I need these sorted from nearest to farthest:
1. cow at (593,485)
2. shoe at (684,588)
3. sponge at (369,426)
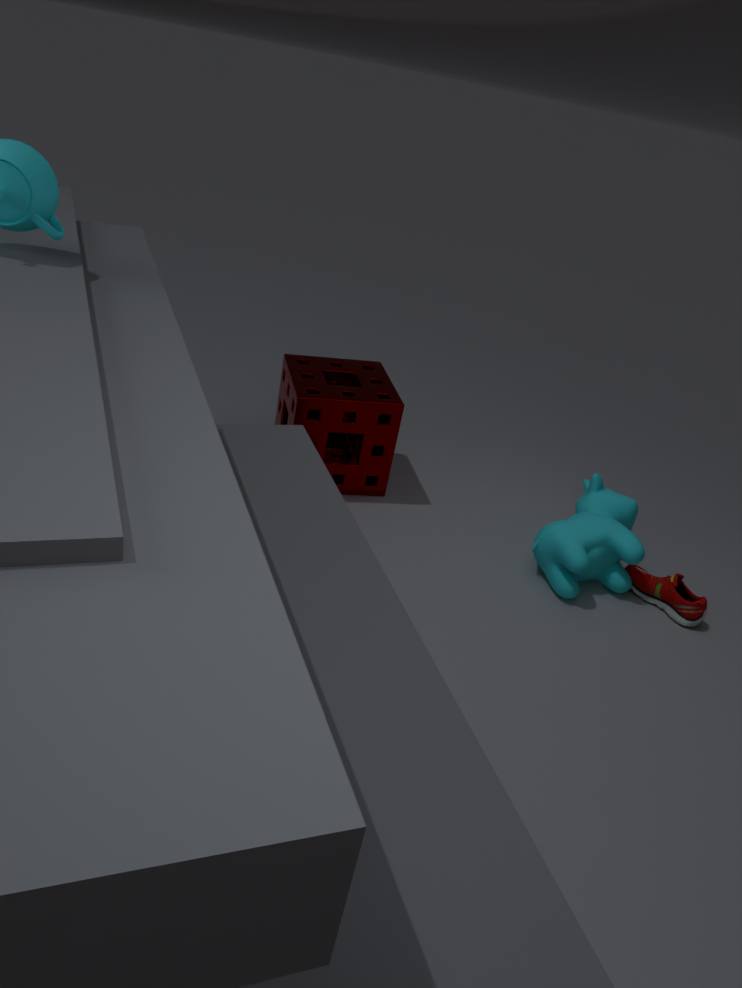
shoe at (684,588), cow at (593,485), sponge at (369,426)
